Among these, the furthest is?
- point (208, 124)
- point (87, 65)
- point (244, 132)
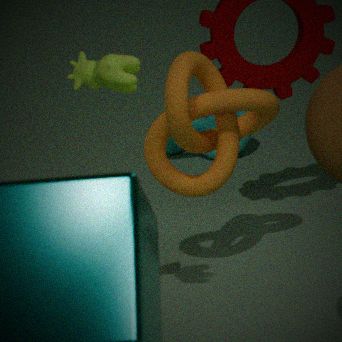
point (208, 124)
